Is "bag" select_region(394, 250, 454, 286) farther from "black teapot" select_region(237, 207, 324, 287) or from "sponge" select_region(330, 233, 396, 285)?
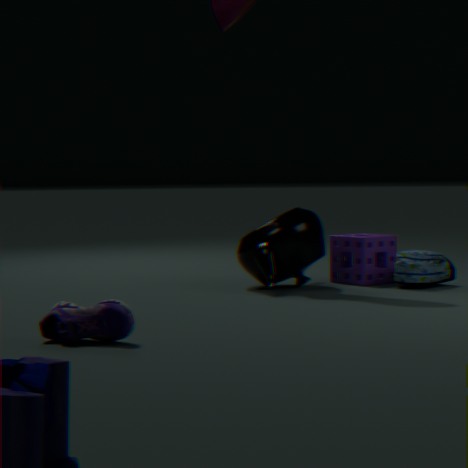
"black teapot" select_region(237, 207, 324, 287)
